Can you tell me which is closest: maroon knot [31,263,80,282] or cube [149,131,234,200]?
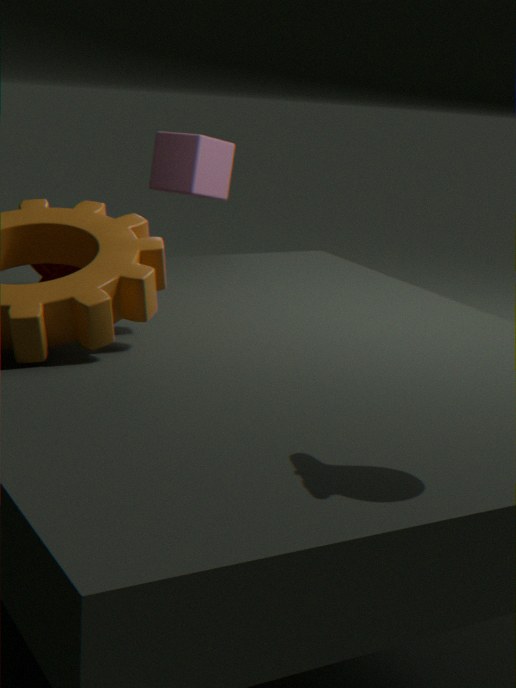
maroon knot [31,263,80,282]
